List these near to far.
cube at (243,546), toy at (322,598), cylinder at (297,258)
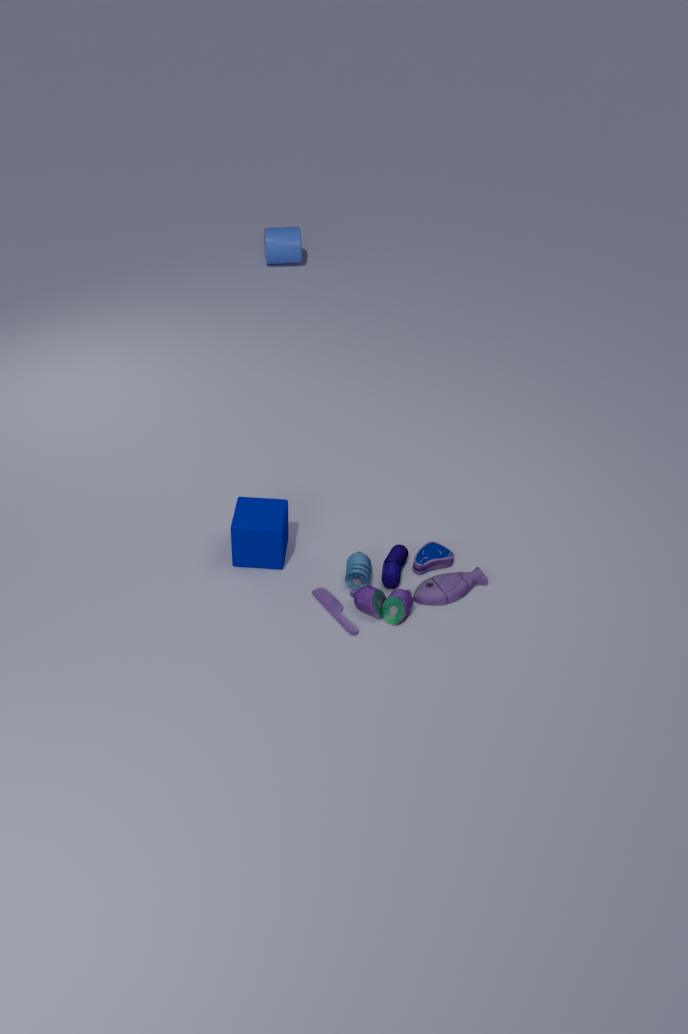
toy at (322,598) < cube at (243,546) < cylinder at (297,258)
